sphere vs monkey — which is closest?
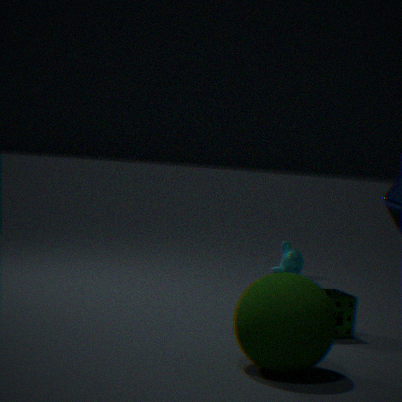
sphere
